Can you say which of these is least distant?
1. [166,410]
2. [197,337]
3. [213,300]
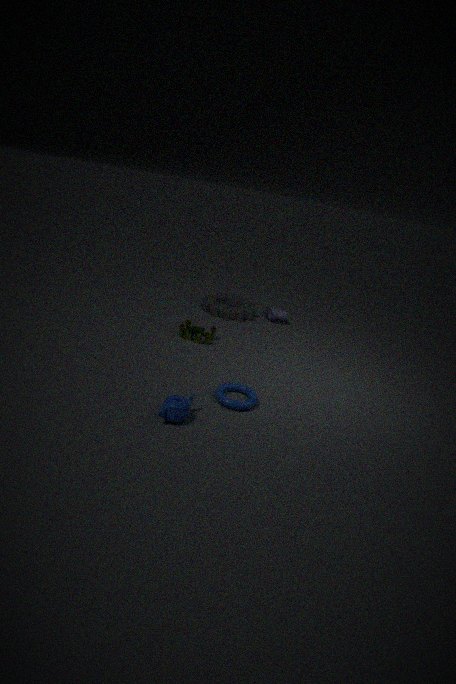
[166,410]
